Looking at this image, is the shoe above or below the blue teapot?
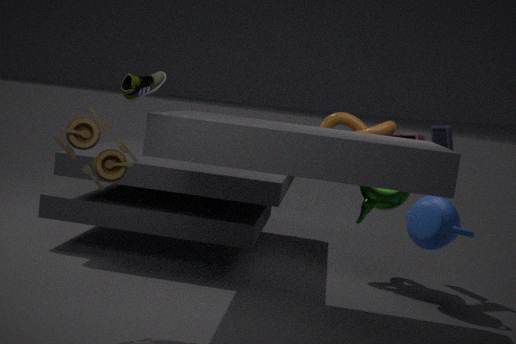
above
